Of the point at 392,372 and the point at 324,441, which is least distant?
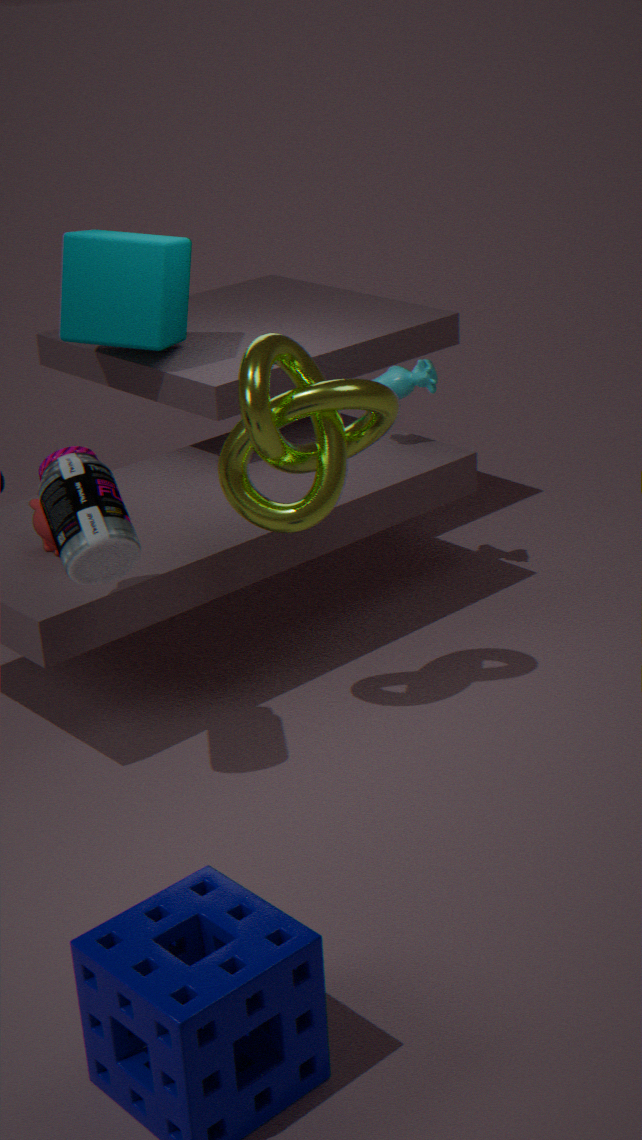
the point at 324,441
